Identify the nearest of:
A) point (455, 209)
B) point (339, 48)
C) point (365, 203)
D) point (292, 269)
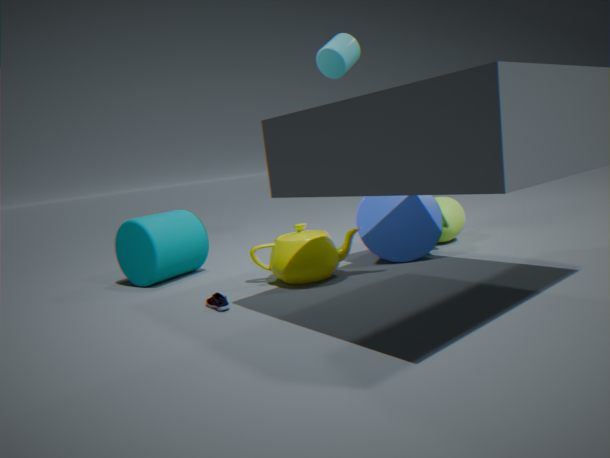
point (292, 269)
